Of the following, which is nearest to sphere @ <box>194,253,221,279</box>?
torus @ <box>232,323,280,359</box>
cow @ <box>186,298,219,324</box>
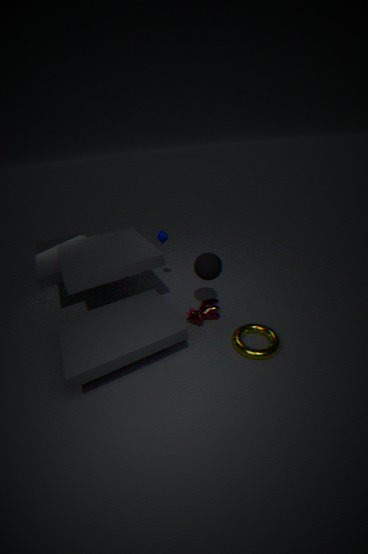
cow @ <box>186,298,219,324</box>
